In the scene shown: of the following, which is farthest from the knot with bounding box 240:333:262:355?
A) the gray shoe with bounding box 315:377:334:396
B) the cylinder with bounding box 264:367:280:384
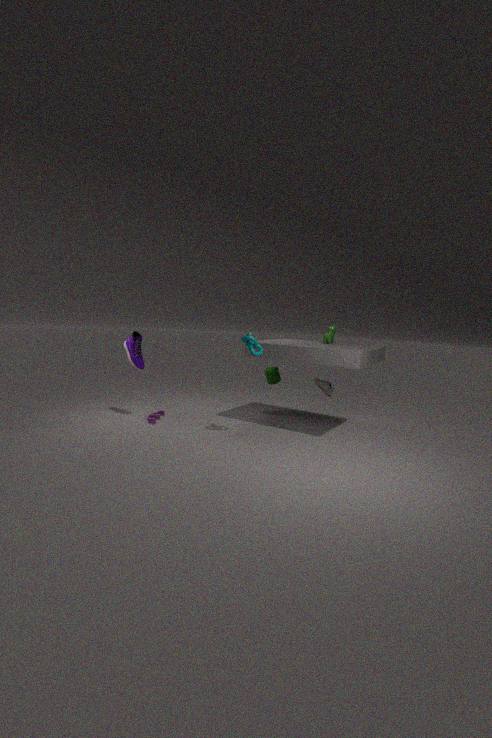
the gray shoe with bounding box 315:377:334:396
